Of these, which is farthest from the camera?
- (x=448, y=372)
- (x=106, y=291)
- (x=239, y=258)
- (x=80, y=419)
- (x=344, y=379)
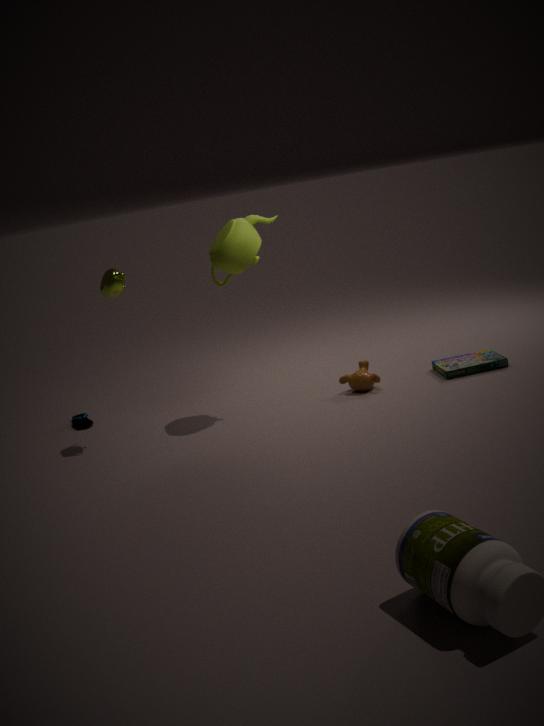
(x=80, y=419)
